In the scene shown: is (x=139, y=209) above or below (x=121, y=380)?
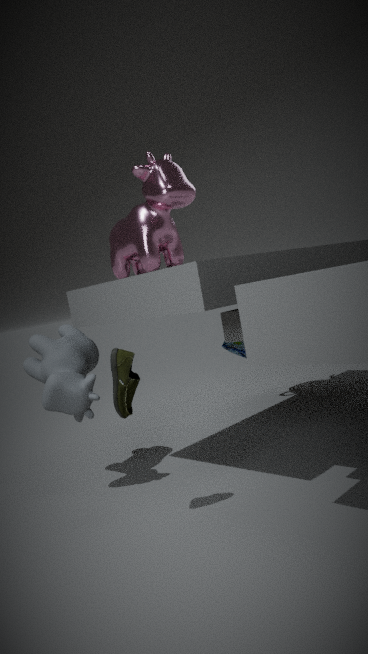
above
